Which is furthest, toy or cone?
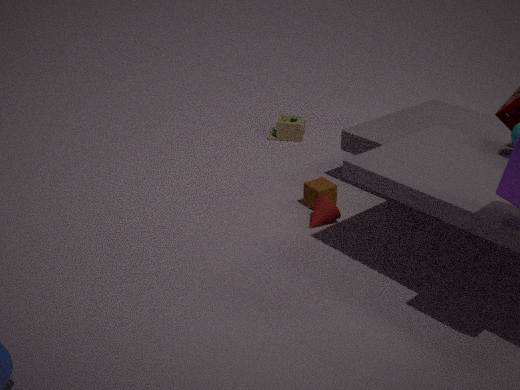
toy
